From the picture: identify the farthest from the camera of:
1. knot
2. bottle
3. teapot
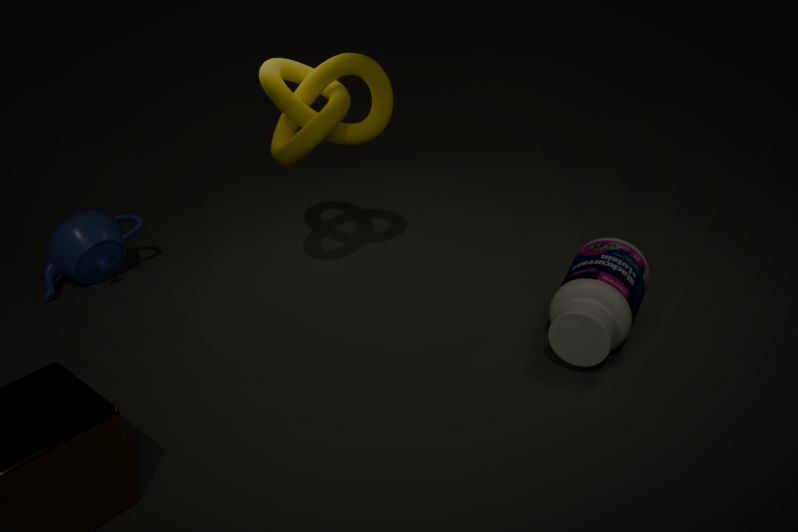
teapot
